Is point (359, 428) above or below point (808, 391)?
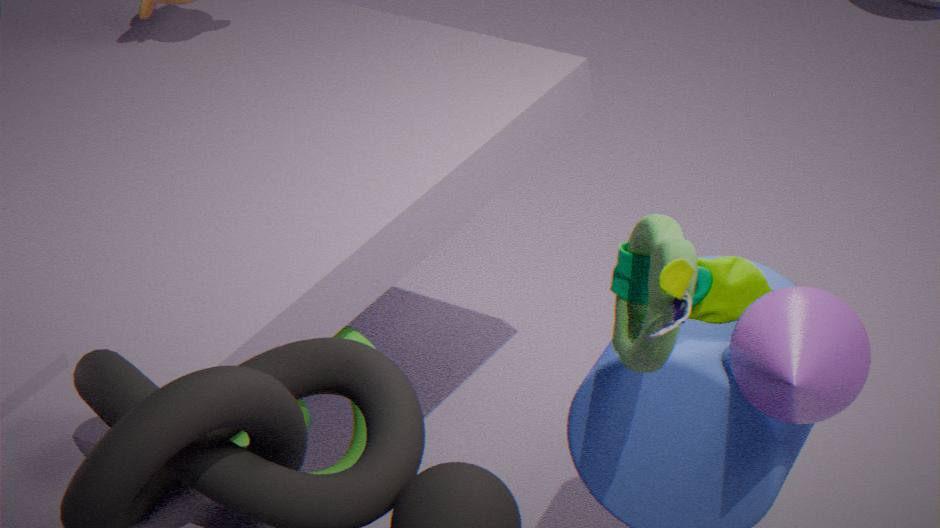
below
